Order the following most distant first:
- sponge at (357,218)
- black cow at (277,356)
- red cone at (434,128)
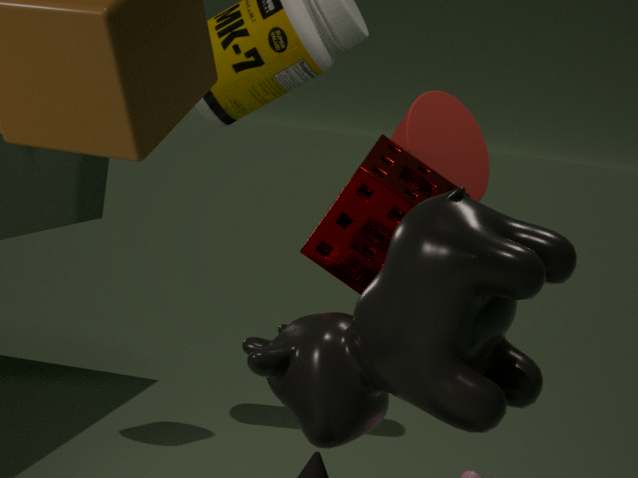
red cone at (434,128) < sponge at (357,218) < black cow at (277,356)
